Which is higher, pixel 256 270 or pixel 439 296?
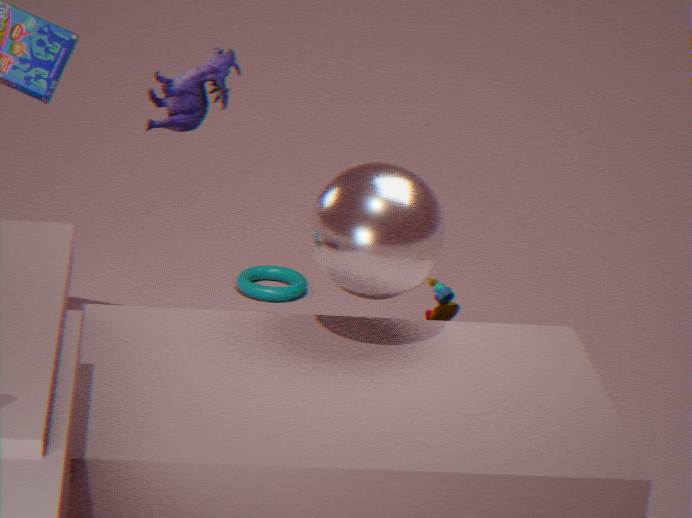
pixel 439 296
